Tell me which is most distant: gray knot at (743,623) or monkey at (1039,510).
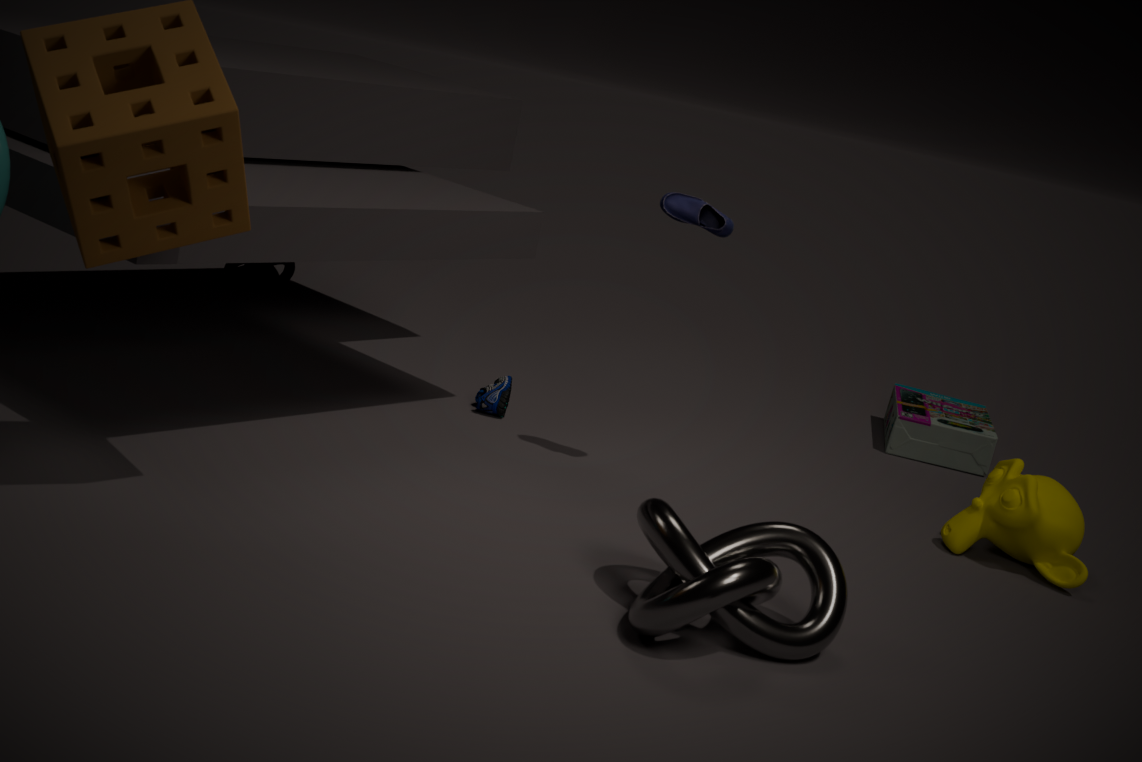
monkey at (1039,510)
